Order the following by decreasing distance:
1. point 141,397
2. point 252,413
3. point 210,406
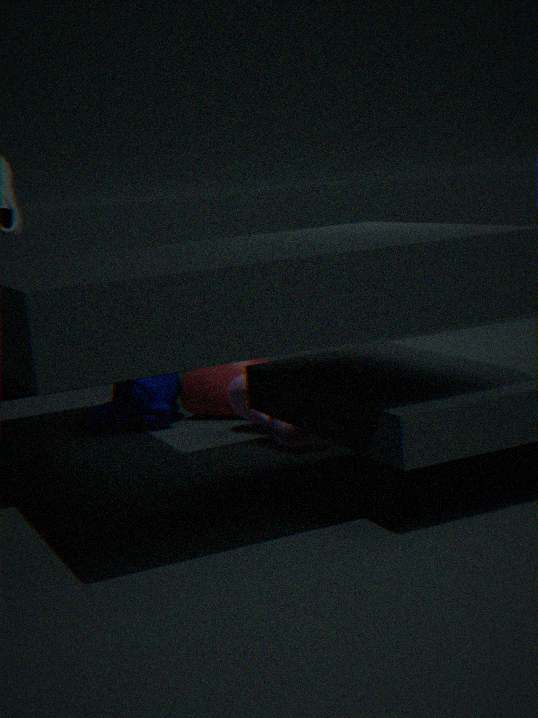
point 210,406 → point 141,397 → point 252,413
